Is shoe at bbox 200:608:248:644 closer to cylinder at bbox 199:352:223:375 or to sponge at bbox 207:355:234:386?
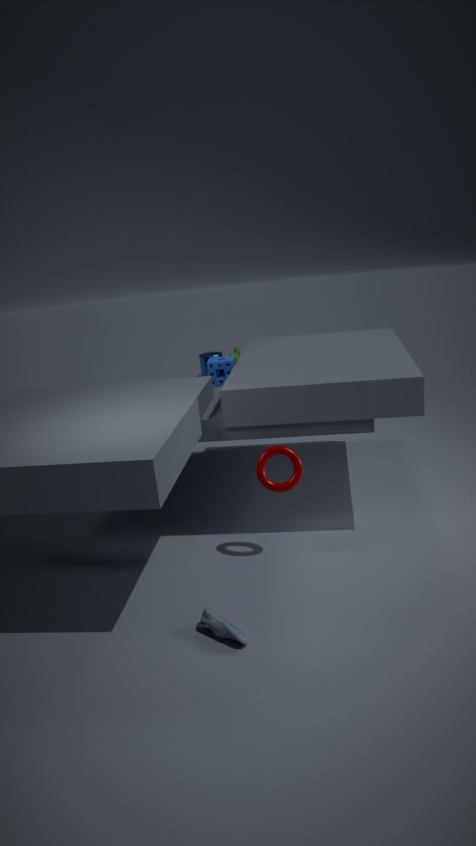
sponge at bbox 207:355:234:386
